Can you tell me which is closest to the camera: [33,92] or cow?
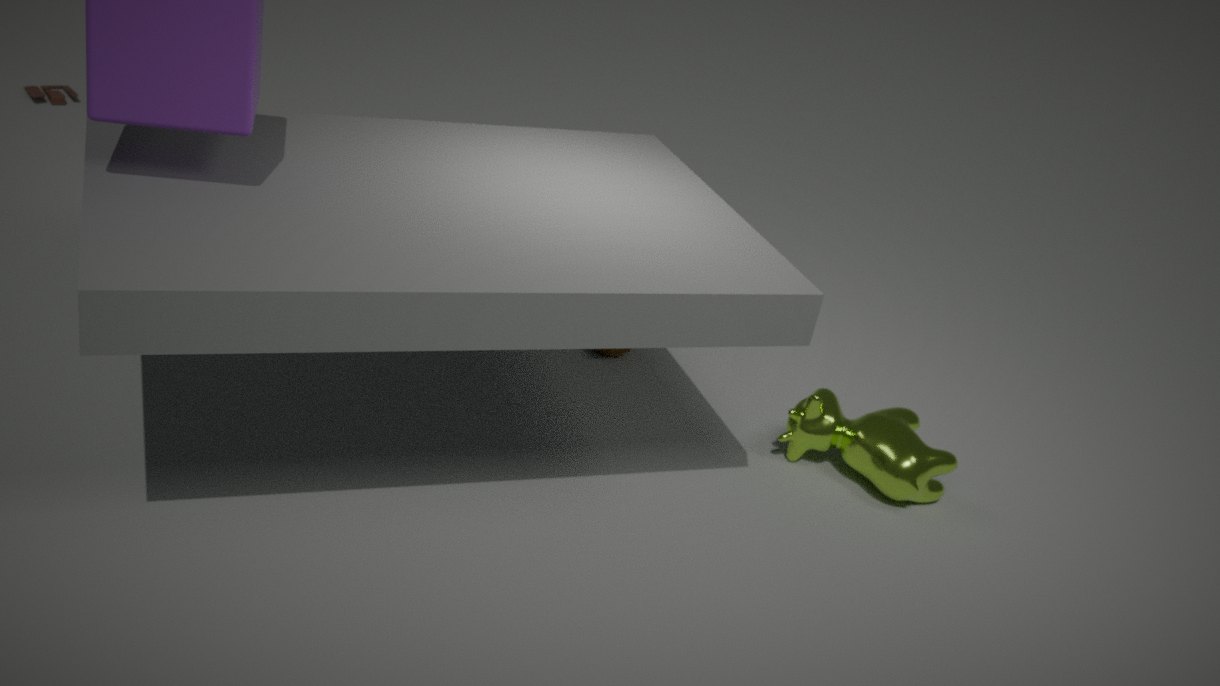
cow
